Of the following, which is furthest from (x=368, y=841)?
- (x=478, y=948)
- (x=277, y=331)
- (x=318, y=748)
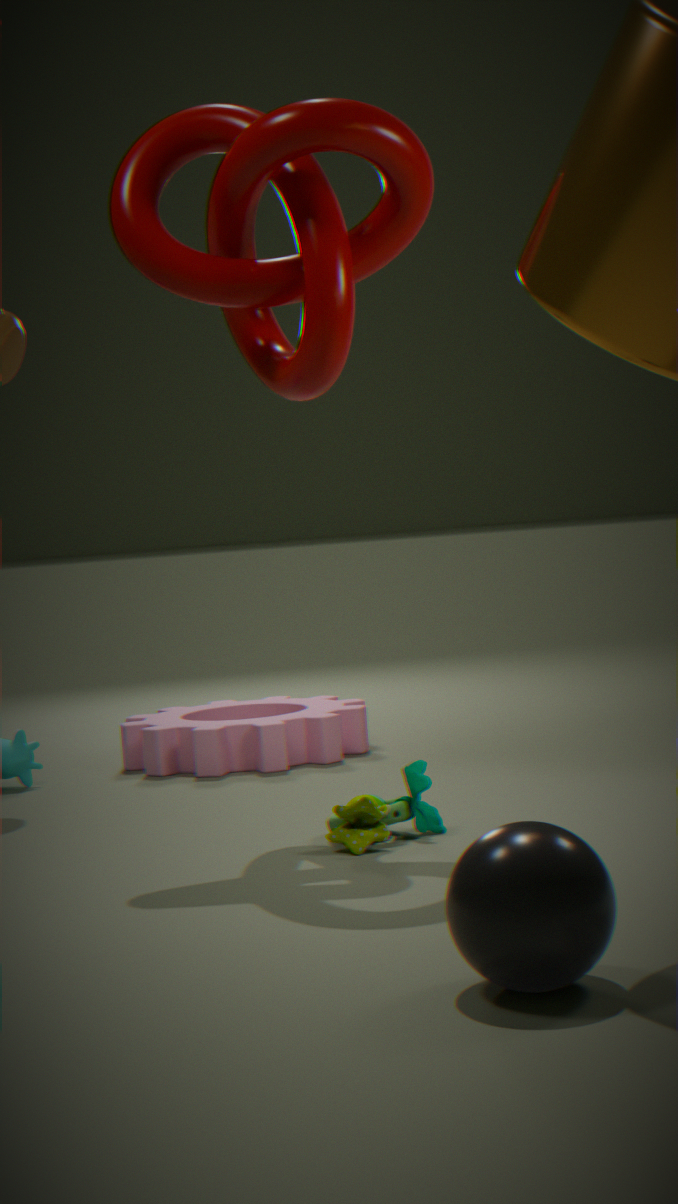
(x=318, y=748)
